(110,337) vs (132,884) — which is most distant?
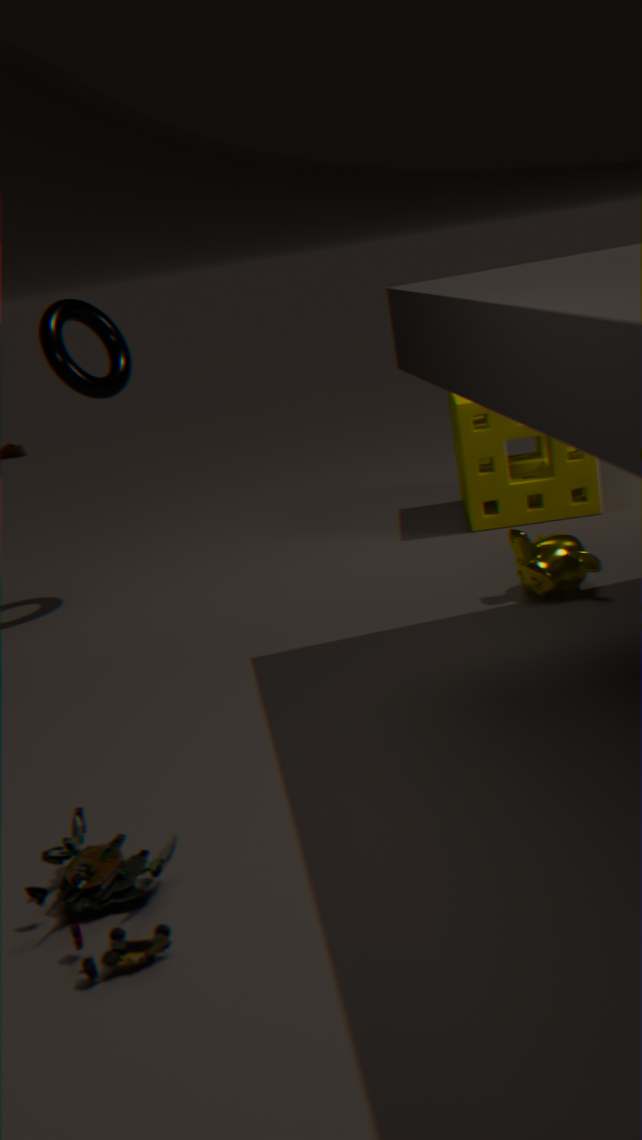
(110,337)
